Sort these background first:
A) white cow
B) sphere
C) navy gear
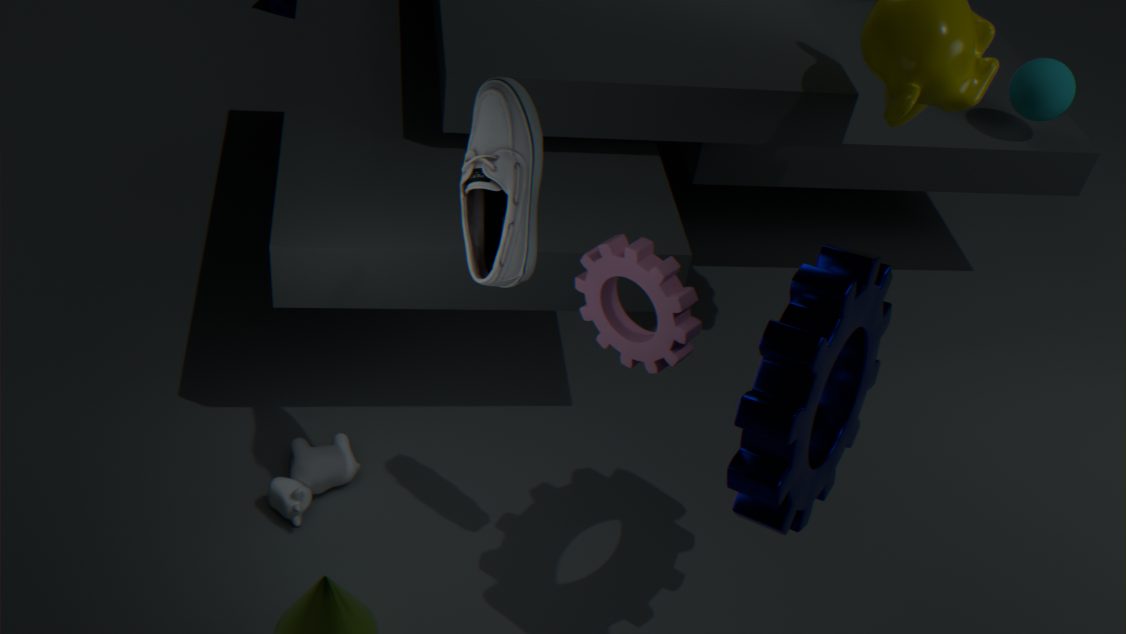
sphere, white cow, navy gear
